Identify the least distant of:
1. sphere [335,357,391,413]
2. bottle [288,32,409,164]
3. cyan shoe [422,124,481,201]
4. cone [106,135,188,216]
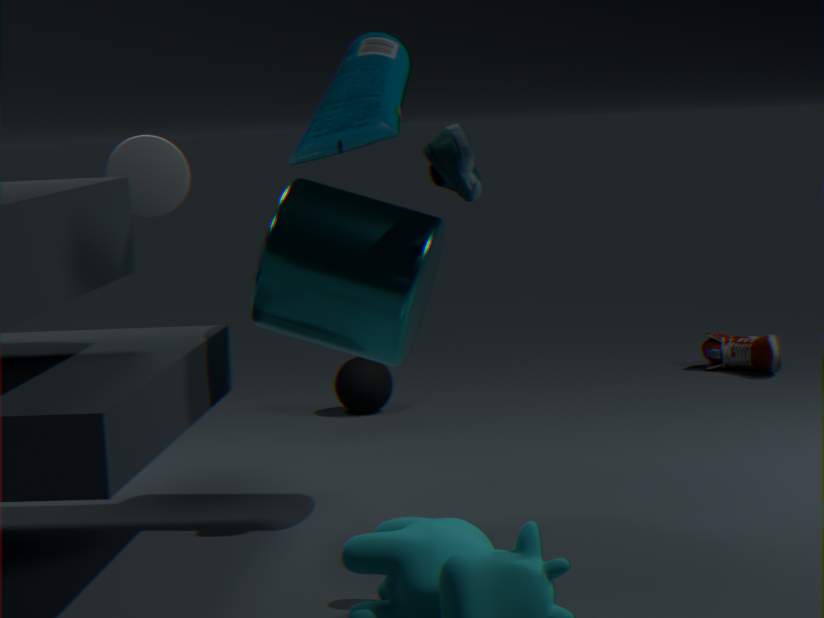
bottle [288,32,409,164]
